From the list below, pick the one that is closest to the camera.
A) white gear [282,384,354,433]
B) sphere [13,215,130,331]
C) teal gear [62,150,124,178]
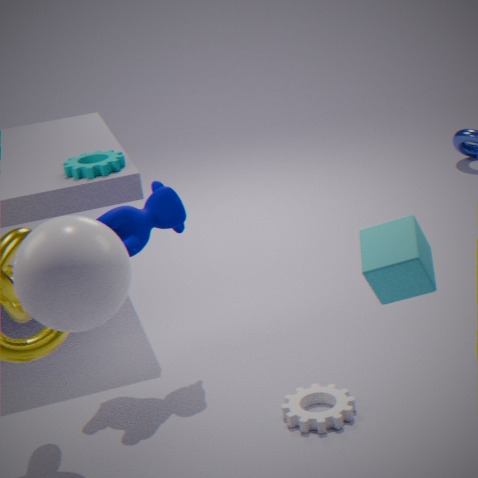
sphere [13,215,130,331]
